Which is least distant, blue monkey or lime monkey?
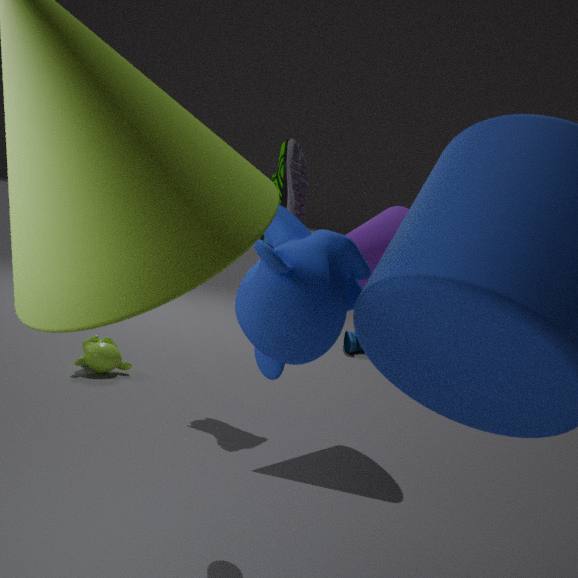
blue monkey
